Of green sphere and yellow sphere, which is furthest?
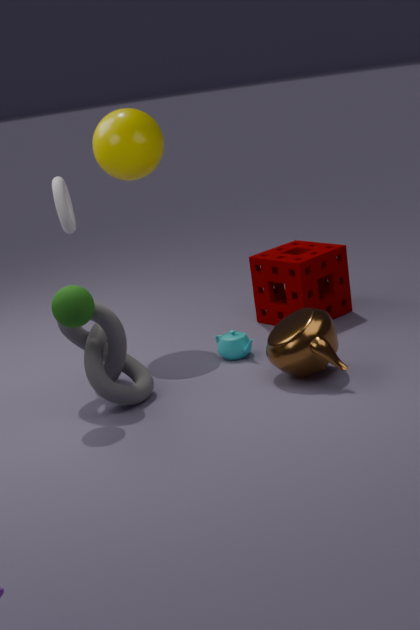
yellow sphere
